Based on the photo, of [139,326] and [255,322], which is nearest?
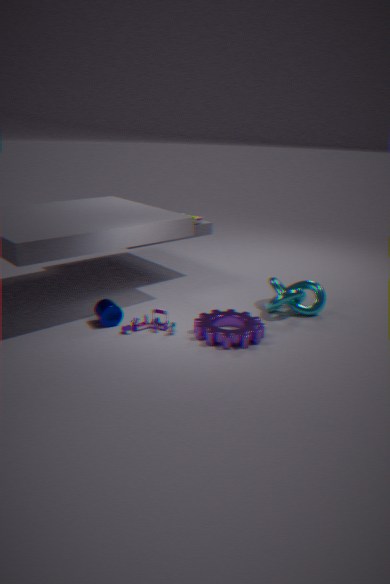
[255,322]
